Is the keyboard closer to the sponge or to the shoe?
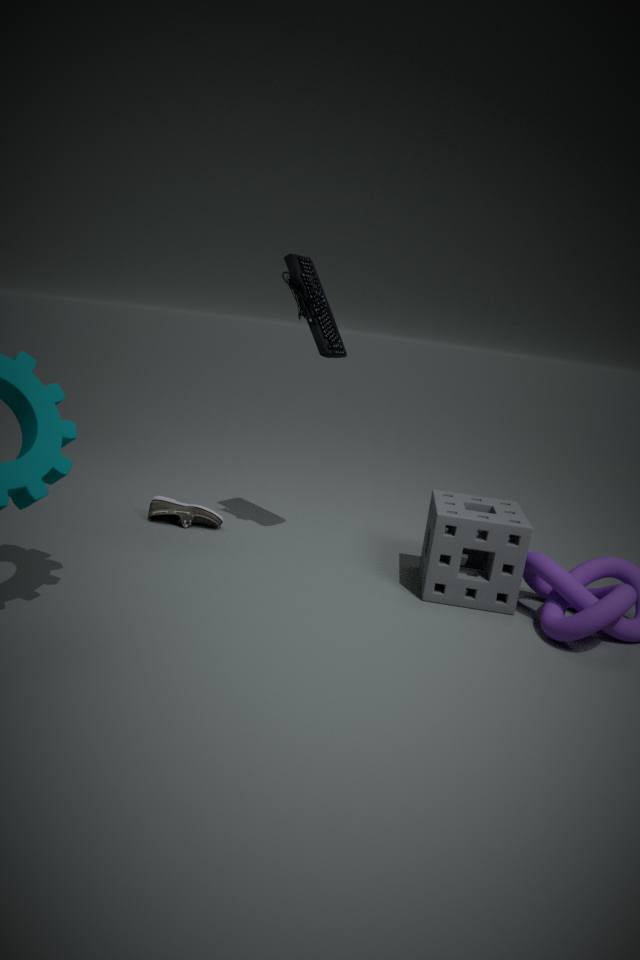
the sponge
